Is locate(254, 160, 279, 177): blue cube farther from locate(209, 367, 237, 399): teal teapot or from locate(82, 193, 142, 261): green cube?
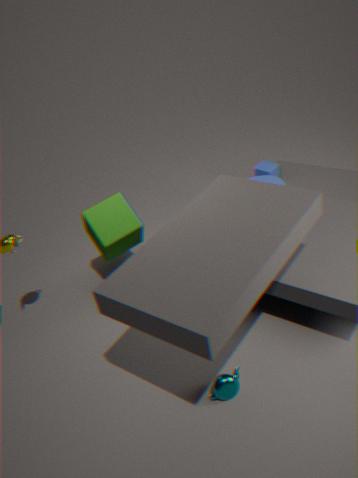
locate(209, 367, 237, 399): teal teapot
